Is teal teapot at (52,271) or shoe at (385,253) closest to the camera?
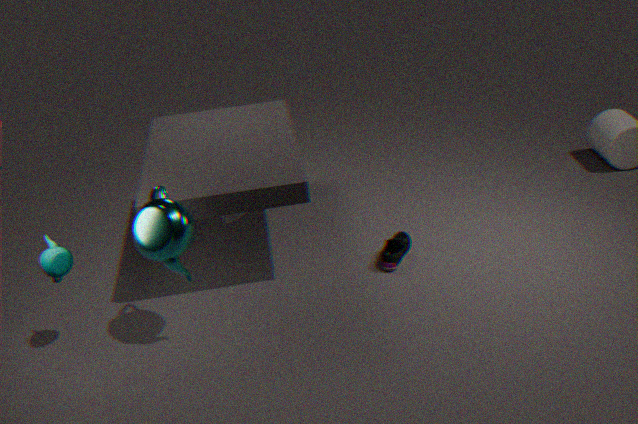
teal teapot at (52,271)
